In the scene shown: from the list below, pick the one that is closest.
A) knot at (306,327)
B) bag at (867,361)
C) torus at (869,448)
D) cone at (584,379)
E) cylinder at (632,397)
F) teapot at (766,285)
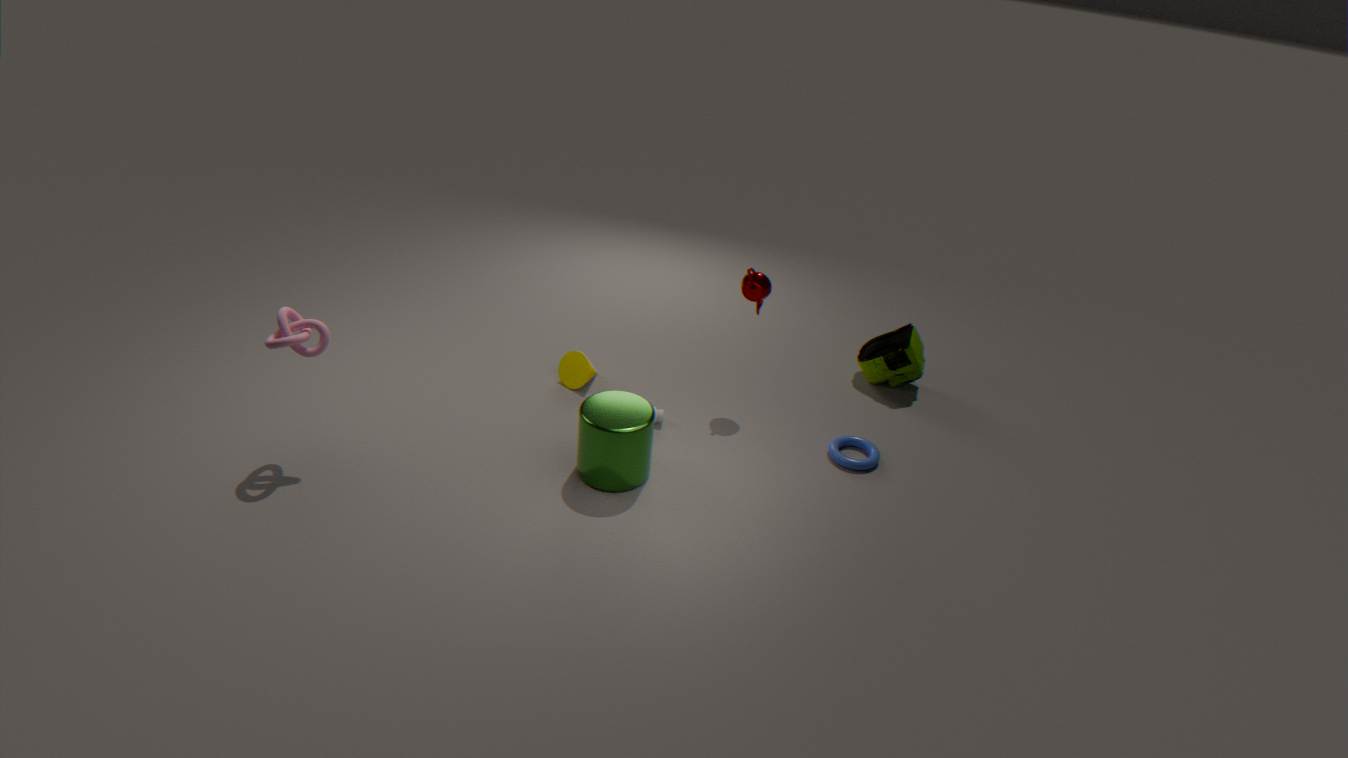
knot at (306,327)
